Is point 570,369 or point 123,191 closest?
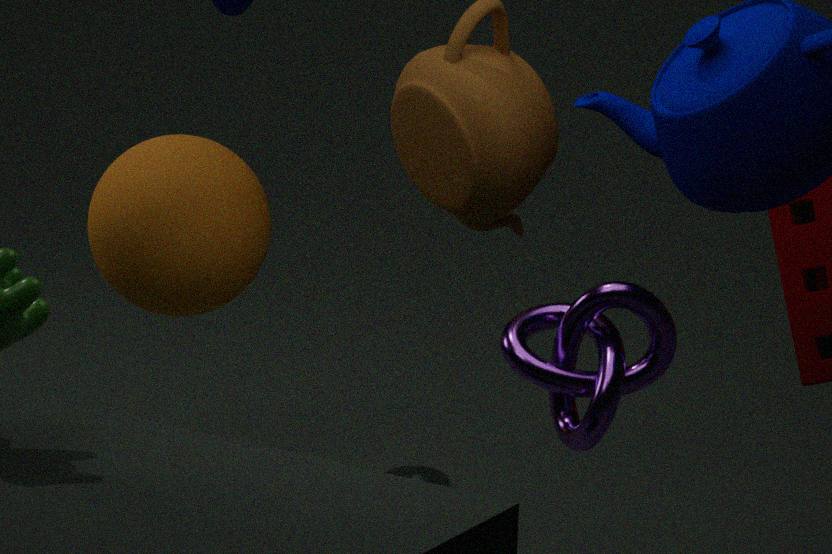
point 570,369
